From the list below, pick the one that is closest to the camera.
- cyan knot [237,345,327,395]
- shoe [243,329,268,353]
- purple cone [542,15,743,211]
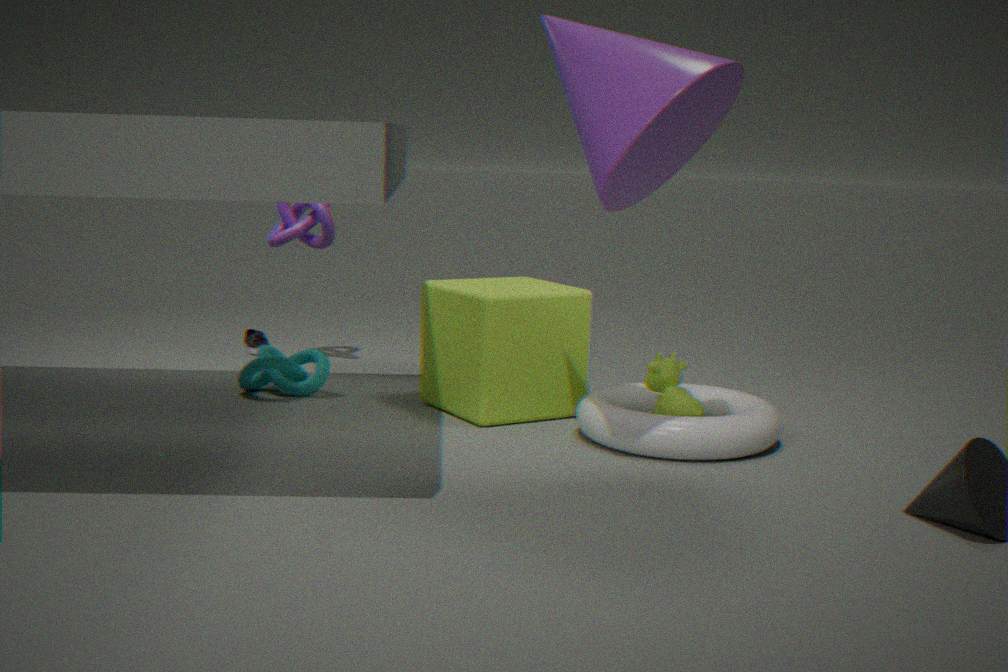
purple cone [542,15,743,211]
